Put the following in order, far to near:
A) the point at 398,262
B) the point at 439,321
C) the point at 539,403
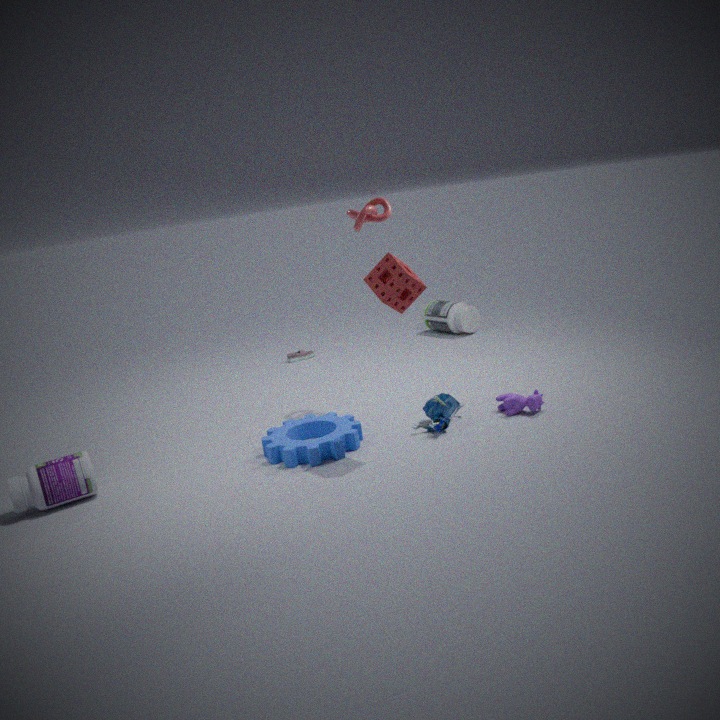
the point at 439,321 < the point at 539,403 < the point at 398,262
